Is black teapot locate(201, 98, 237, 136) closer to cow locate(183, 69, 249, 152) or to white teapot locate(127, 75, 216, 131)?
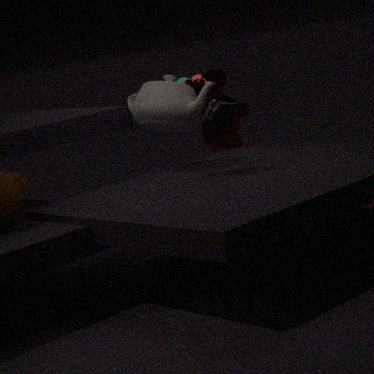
white teapot locate(127, 75, 216, 131)
